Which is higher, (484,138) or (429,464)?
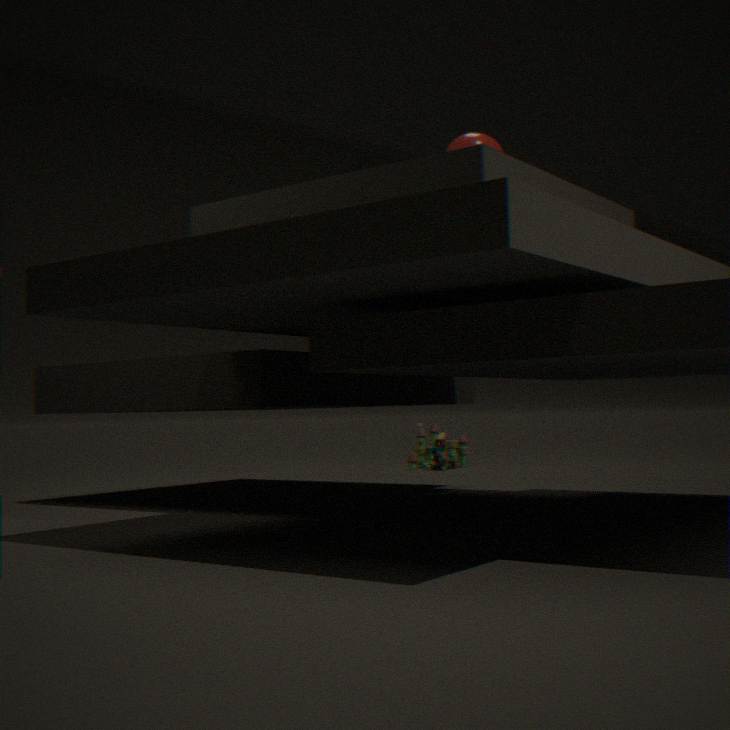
(484,138)
